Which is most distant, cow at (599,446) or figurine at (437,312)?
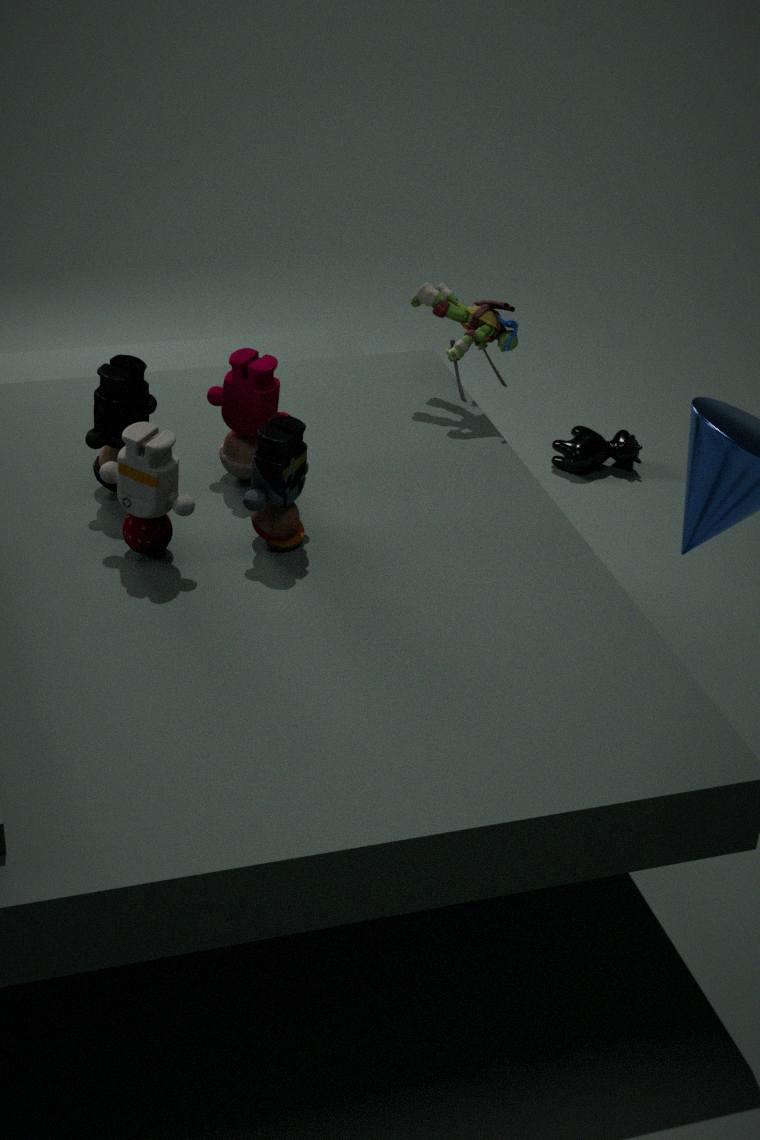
cow at (599,446)
